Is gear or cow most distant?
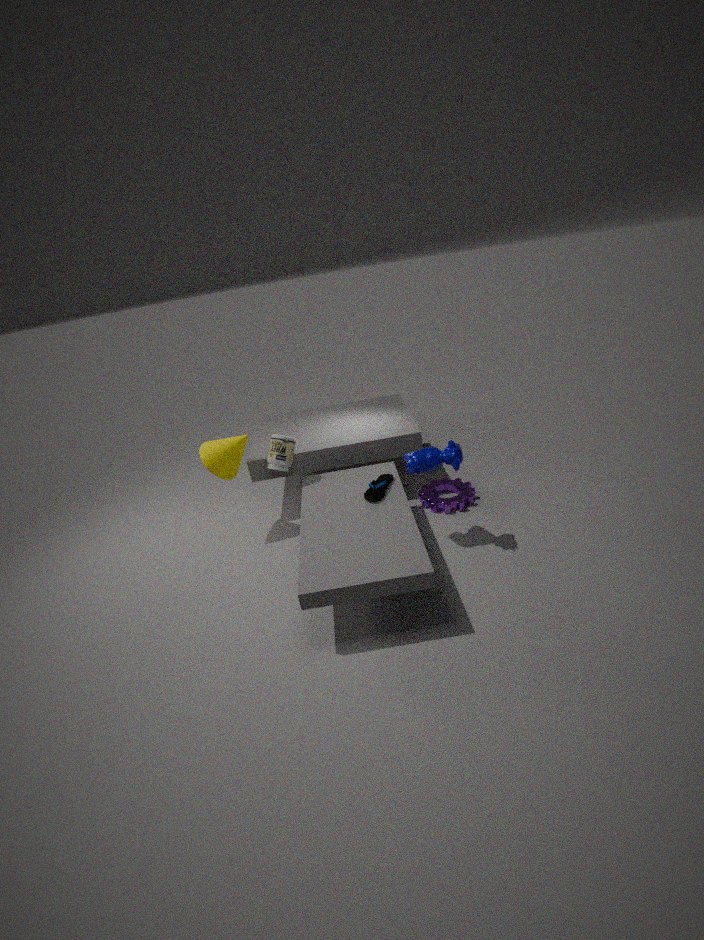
gear
